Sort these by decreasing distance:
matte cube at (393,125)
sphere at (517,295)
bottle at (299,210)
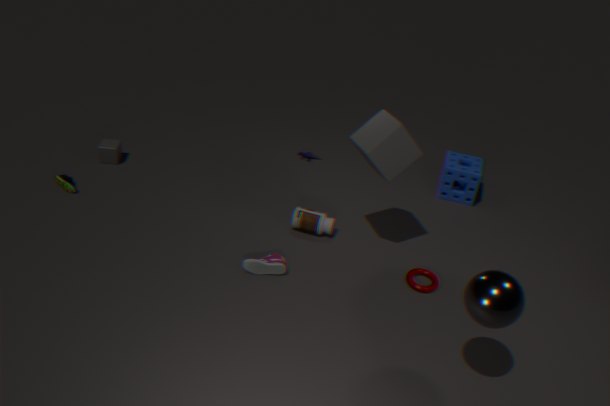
1. bottle at (299,210)
2. matte cube at (393,125)
3. sphere at (517,295)
